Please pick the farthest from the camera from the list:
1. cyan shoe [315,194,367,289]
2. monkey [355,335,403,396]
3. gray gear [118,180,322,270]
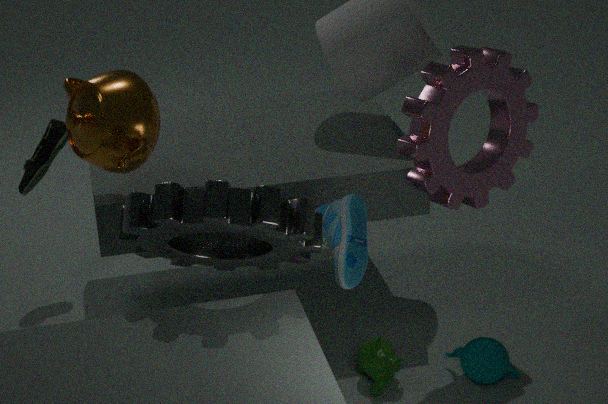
monkey [355,335,403,396]
